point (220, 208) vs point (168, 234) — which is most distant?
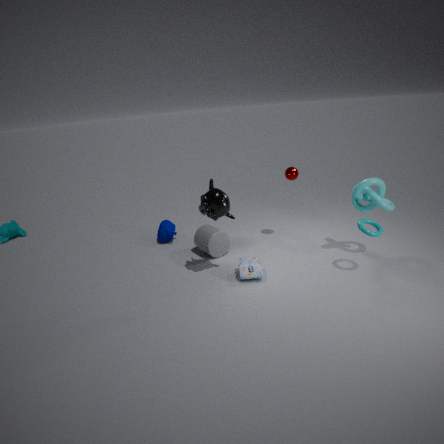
point (168, 234)
